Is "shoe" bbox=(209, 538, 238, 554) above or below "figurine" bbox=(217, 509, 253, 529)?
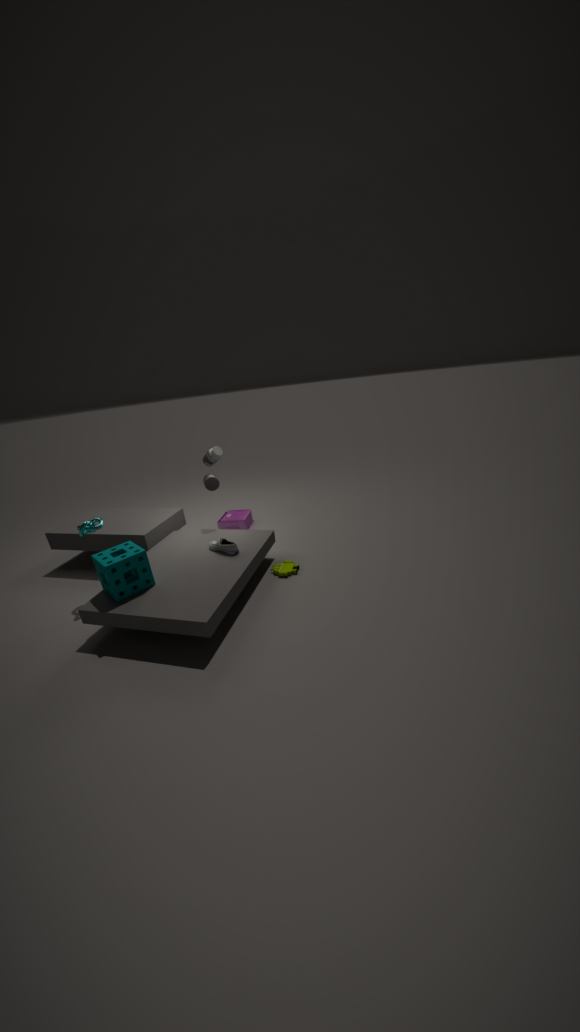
above
